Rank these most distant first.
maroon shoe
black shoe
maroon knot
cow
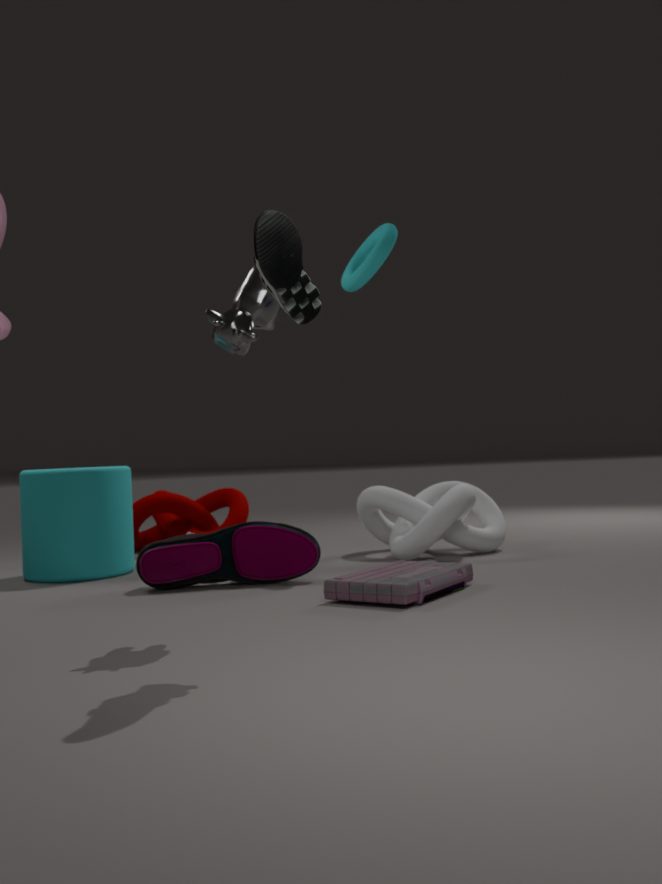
1. maroon knot
2. maroon shoe
3. cow
4. black shoe
